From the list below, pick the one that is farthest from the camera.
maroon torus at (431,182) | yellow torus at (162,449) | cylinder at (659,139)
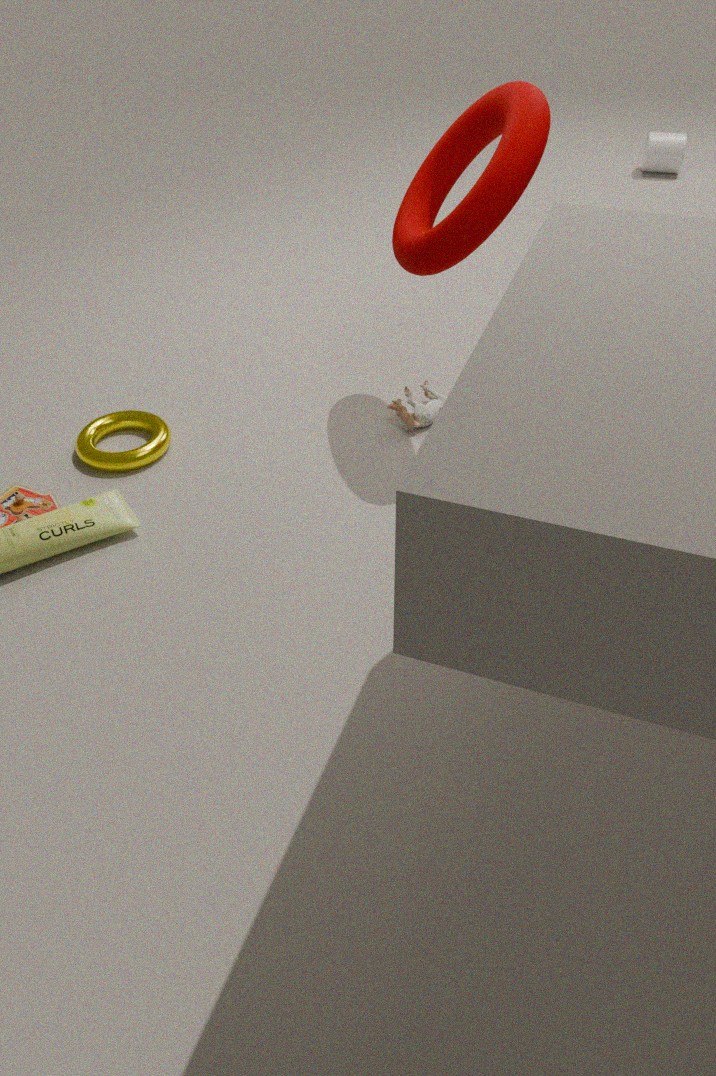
cylinder at (659,139)
